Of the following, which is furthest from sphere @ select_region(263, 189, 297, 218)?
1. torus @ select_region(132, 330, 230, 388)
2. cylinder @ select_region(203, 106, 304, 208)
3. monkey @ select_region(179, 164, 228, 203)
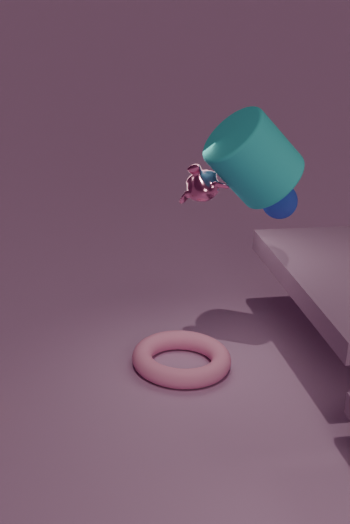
torus @ select_region(132, 330, 230, 388)
